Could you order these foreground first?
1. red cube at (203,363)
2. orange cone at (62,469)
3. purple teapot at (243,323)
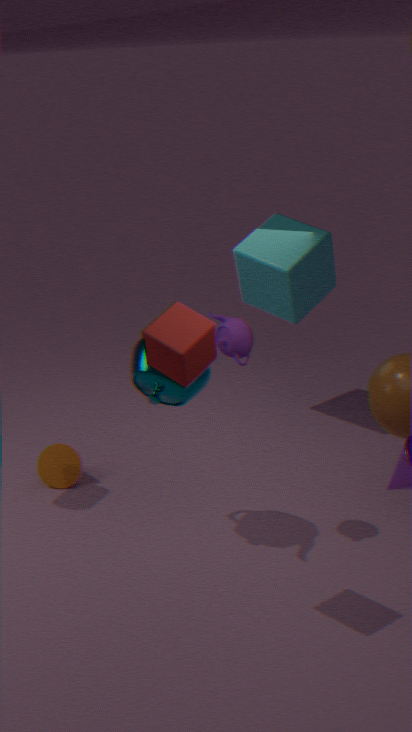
red cube at (203,363), purple teapot at (243,323), orange cone at (62,469)
